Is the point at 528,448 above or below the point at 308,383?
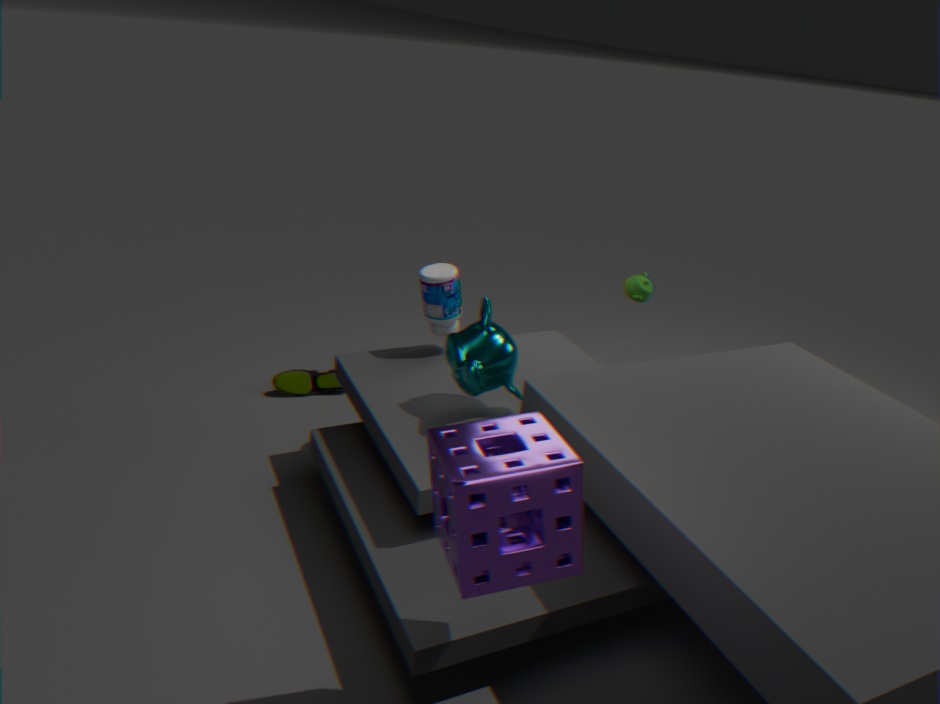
above
